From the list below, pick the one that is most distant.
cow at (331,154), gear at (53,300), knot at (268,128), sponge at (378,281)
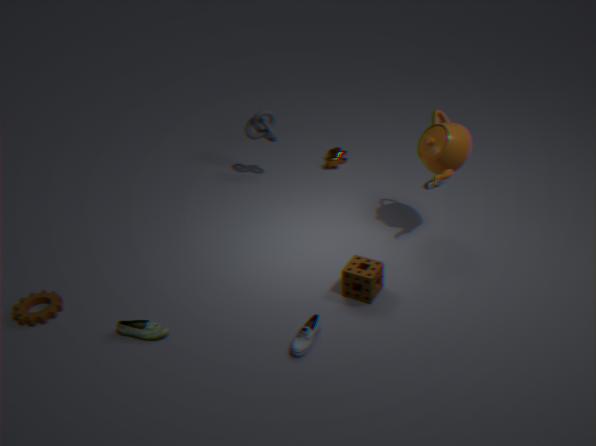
cow at (331,154)
